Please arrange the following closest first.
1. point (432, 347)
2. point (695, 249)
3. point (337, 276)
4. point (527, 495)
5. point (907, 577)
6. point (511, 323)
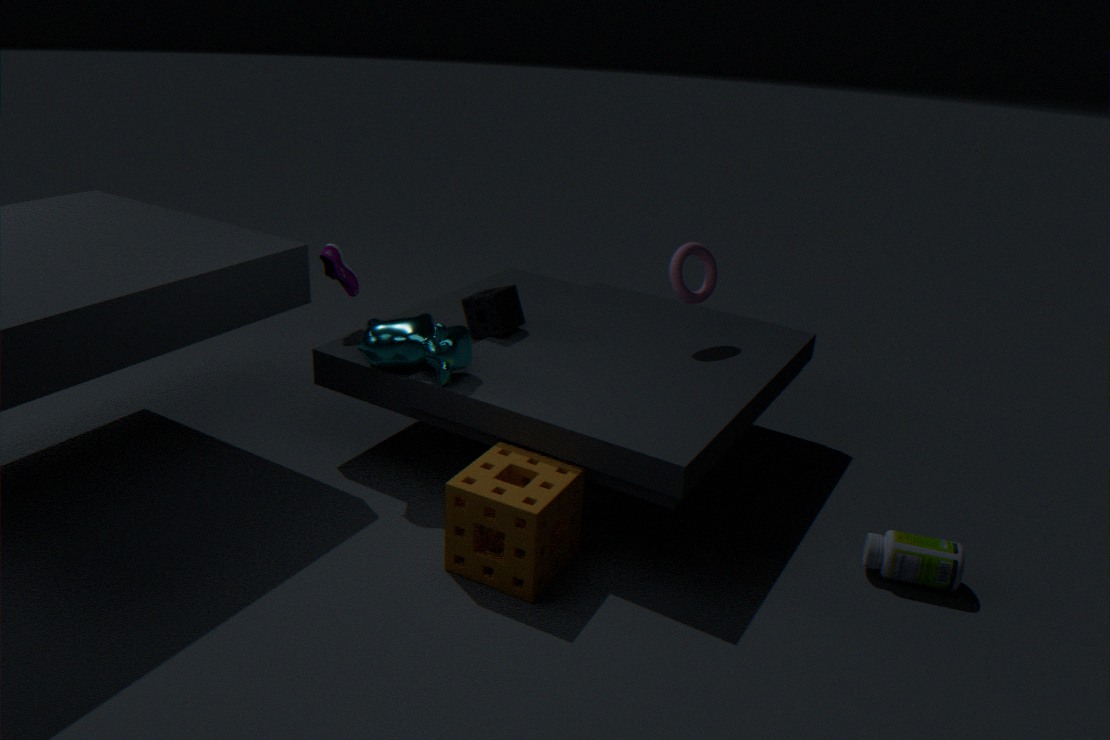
point (527, 495) < point (907, 577) < point (432, 347) < point (337, 276) < point (695, 249) < point (511, 323)
